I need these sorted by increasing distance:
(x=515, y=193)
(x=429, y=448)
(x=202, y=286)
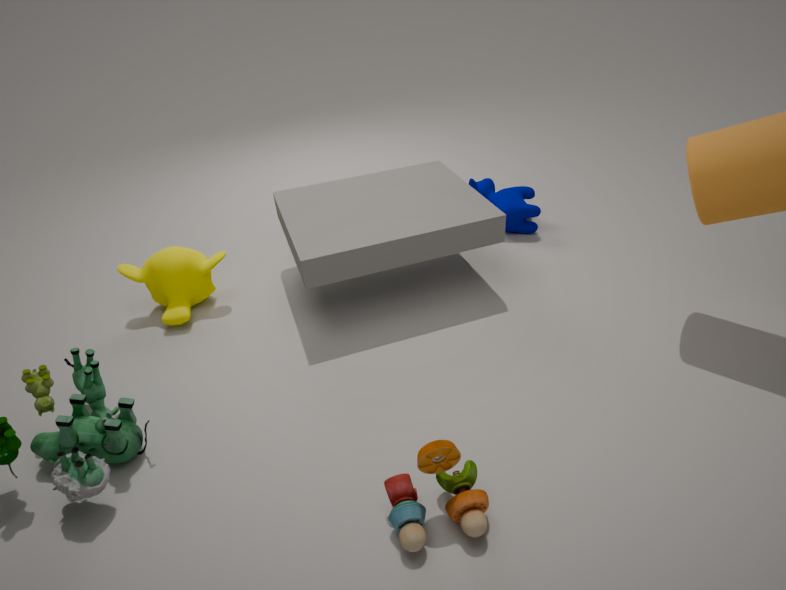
(x=429, y=448), (x=202, y=286), (x=515, y=193)
